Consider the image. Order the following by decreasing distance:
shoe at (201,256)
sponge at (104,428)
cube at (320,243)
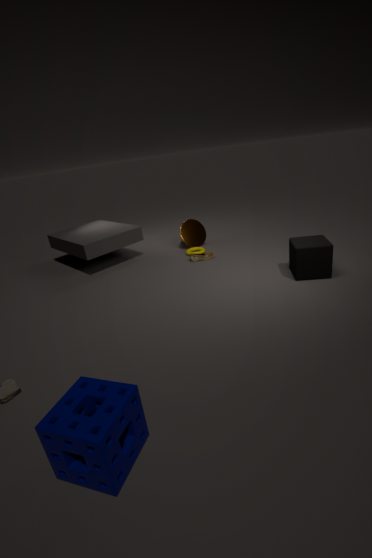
shoe at (201,256) < cube at (320,243) < sponge at (104,428)
